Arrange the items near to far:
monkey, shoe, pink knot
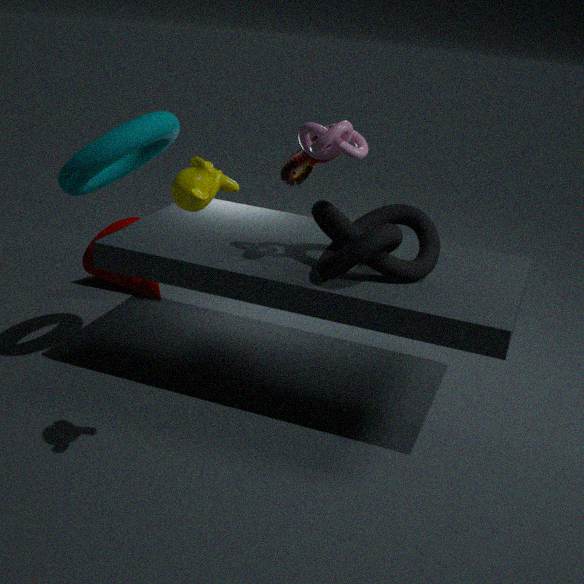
monkey, pink knot, shoe
